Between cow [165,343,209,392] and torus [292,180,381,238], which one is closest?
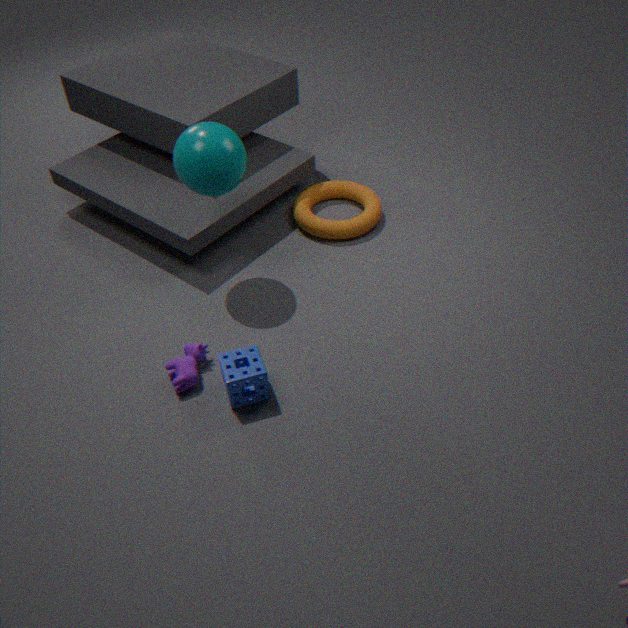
cow [165,343,209,392]
